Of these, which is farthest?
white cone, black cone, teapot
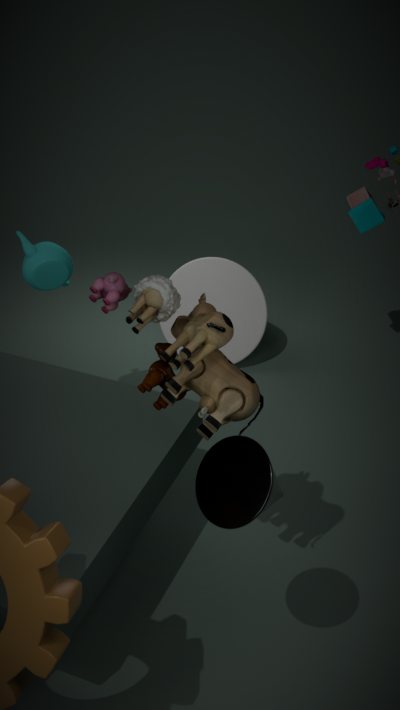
white cone
